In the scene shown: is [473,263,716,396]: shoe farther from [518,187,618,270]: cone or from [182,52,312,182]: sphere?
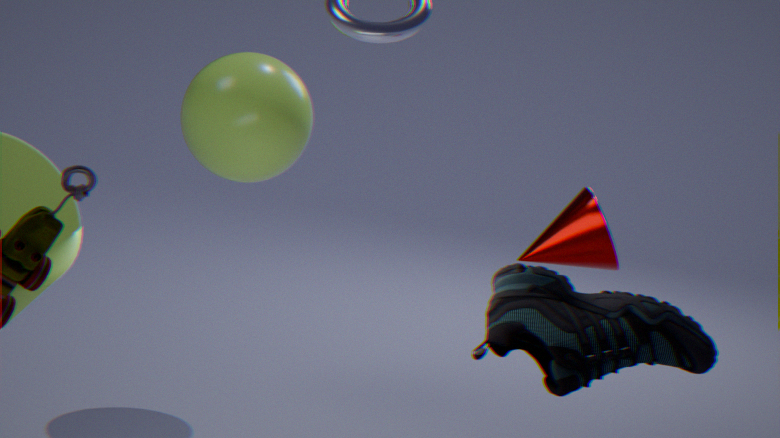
[182,52,312,182]: sphere
